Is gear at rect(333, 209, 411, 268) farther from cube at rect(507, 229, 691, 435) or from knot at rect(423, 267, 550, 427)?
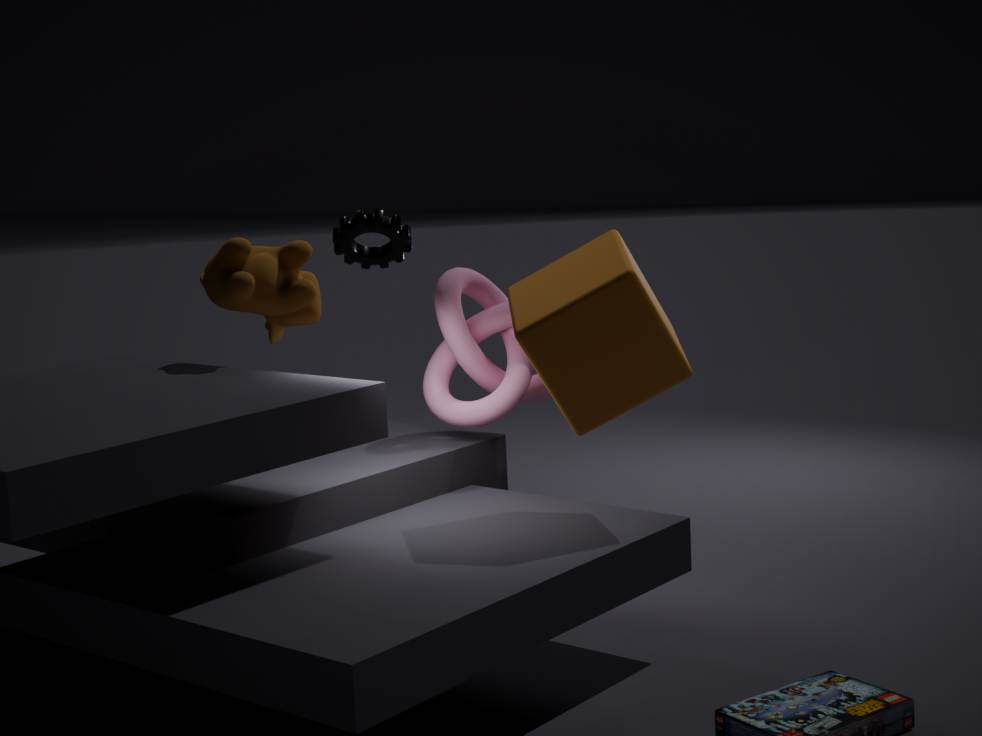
cube at rect(507, 229, 691, 435)
